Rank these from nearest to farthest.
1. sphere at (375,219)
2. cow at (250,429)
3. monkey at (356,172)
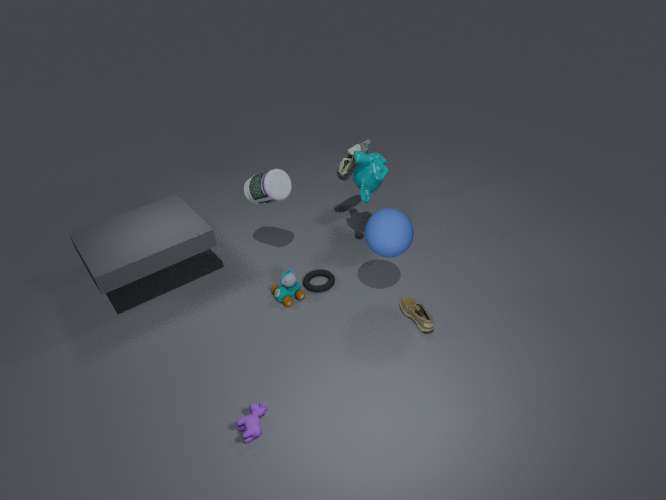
1. cow at (250,429)
2. sphere at (375,219)
3. monkey at (356,172)
